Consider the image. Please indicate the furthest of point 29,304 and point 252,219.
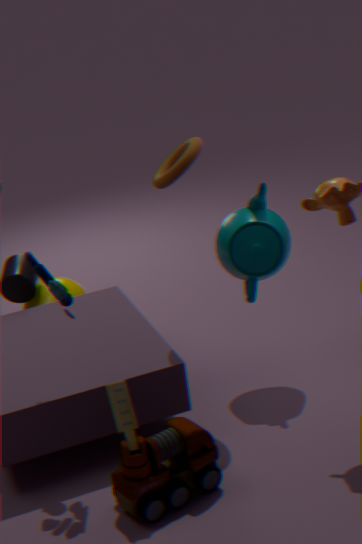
point 29,304
